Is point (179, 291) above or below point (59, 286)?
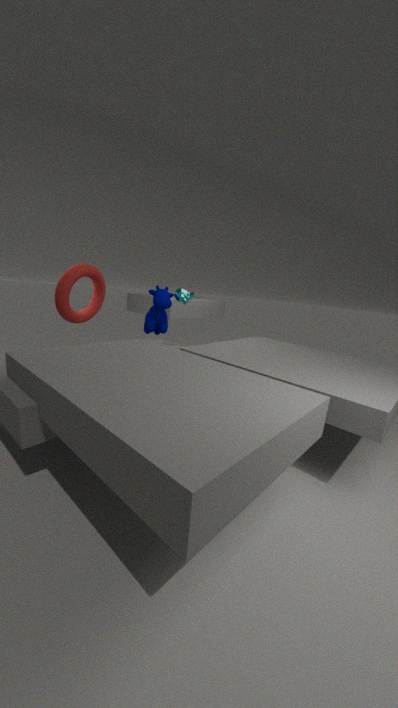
above
